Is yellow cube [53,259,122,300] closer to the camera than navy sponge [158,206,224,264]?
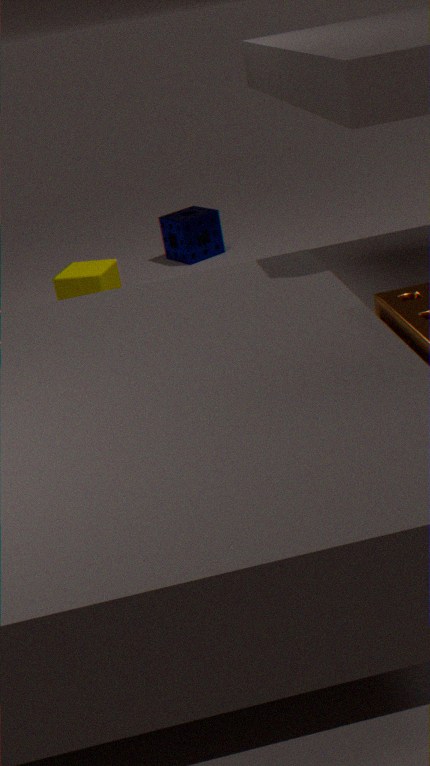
Yes
